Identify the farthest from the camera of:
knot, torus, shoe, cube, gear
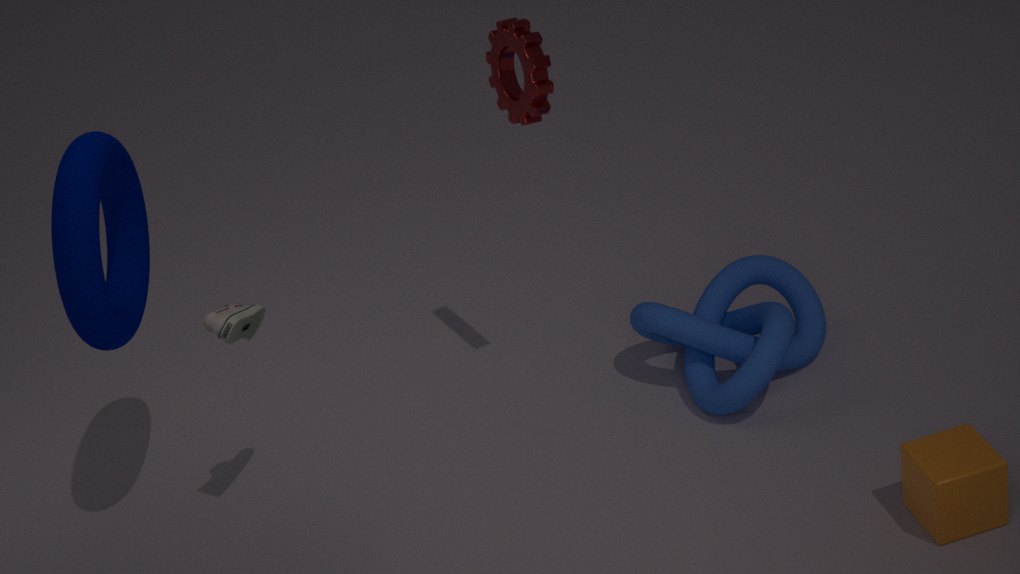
knot
